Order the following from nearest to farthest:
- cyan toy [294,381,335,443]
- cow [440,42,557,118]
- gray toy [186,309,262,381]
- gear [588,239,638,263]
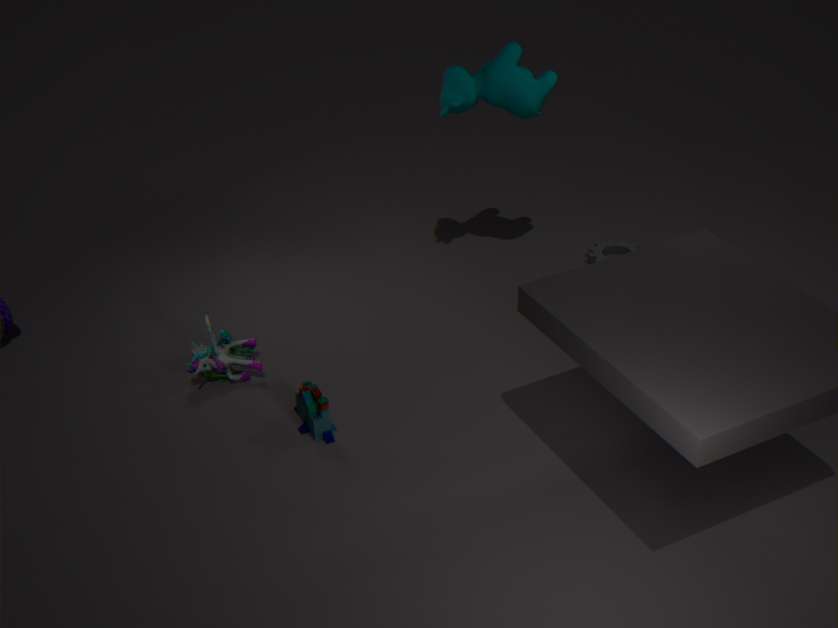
cyan toy [294,381,335,443]
gray toy [186,309,262,381]
cow [440,42,557,118]
gear [588,239,638,263]
